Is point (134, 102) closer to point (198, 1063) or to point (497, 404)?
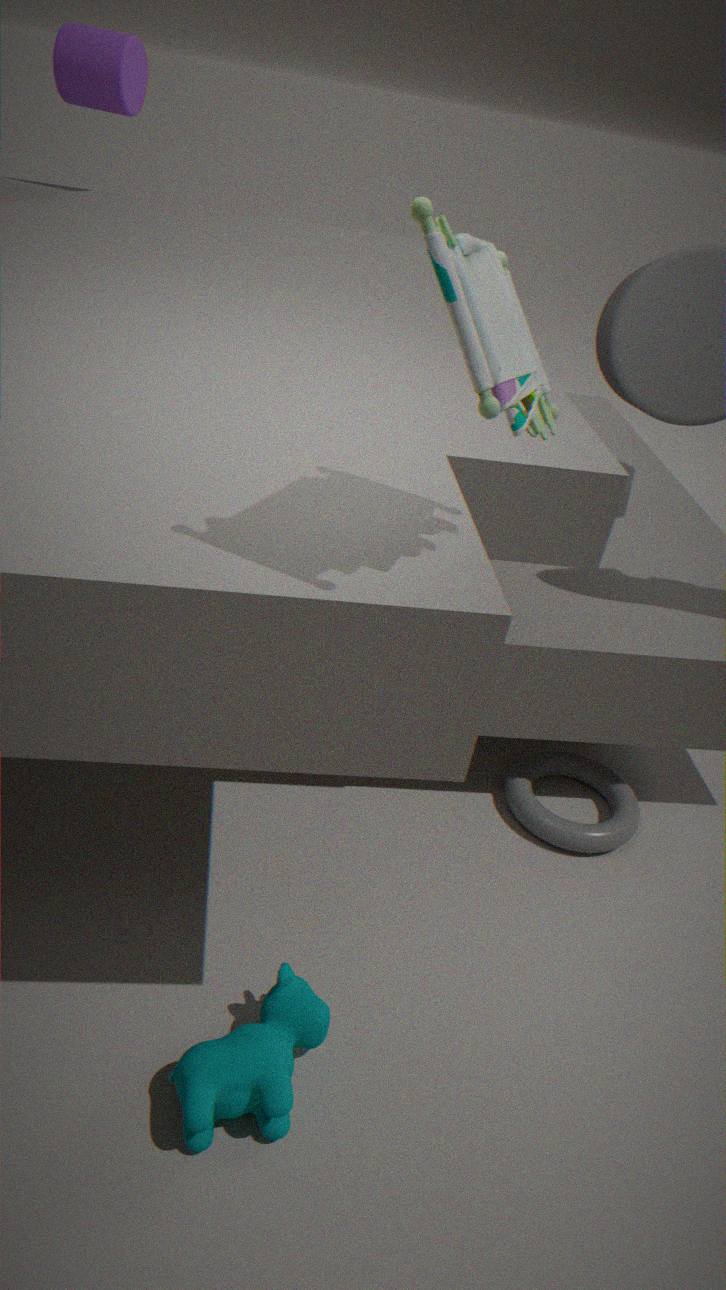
point (497, 404)
